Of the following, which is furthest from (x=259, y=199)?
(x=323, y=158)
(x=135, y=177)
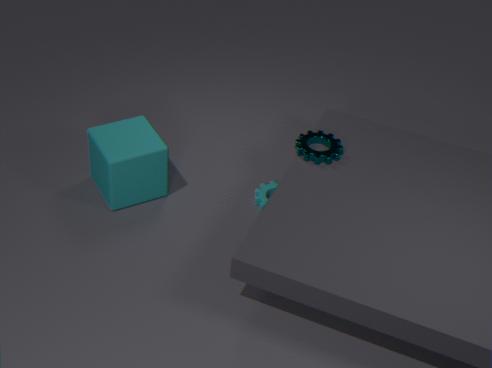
(x=135, y=177)
